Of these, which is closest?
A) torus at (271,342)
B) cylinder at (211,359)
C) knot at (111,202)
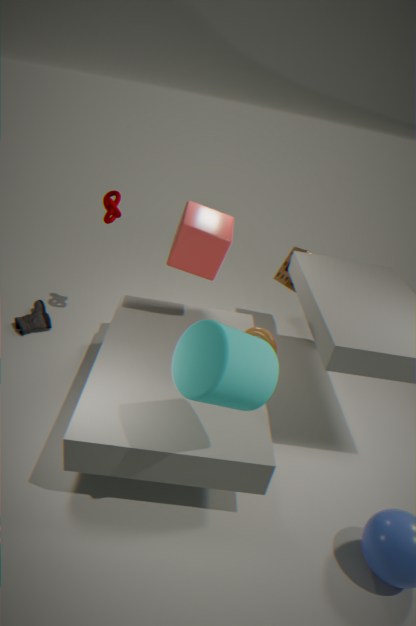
cylinder at (211,359)
